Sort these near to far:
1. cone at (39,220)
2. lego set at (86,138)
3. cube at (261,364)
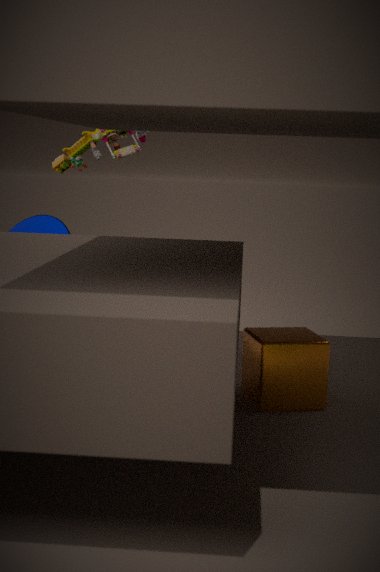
cube at (261,364) → lego set at (86,138) → cone at (39,220)
